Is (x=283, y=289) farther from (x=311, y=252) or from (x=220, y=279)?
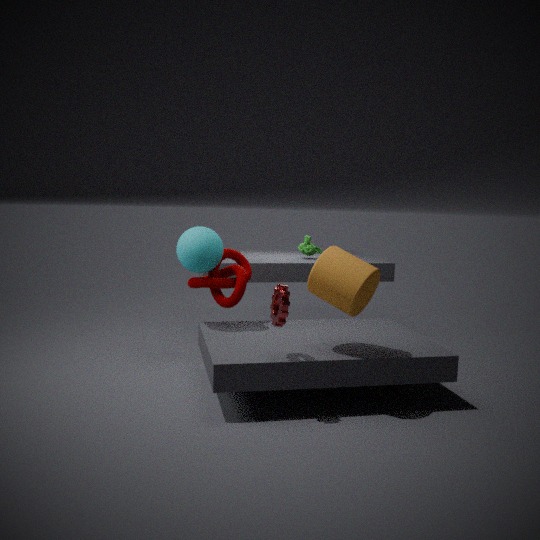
(x=311, y=252)
